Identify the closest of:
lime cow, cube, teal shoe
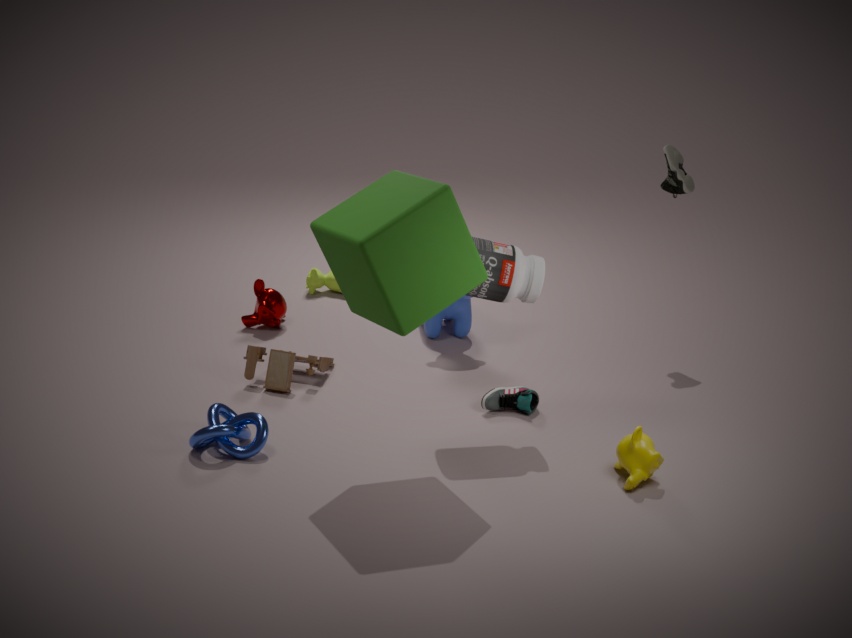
cube
